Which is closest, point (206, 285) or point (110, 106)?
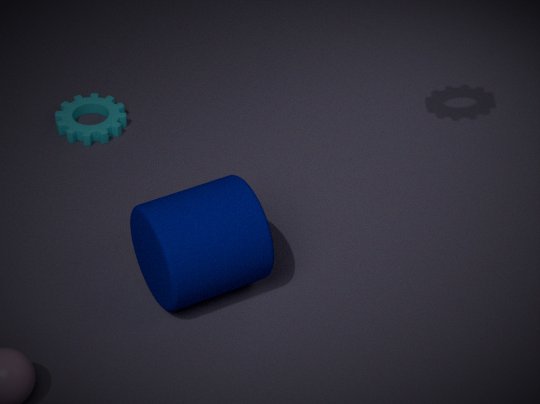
point (206, 285)
